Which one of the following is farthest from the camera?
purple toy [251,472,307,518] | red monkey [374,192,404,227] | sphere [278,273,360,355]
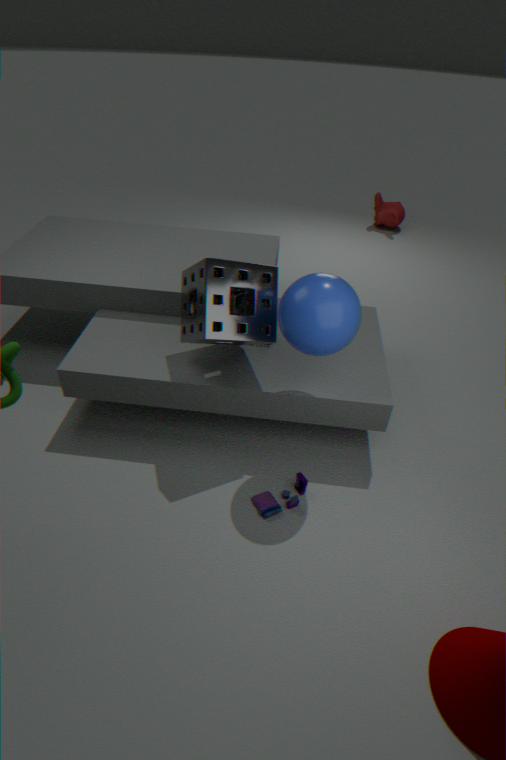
red monkey [374,192,404,227]
